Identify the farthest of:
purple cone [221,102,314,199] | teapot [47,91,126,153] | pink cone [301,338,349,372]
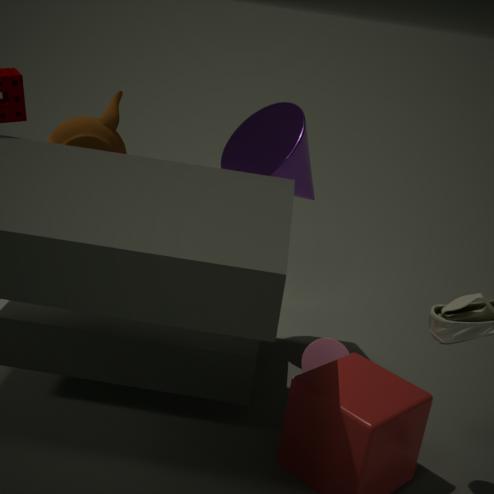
pink cone [301,338,349,372]
